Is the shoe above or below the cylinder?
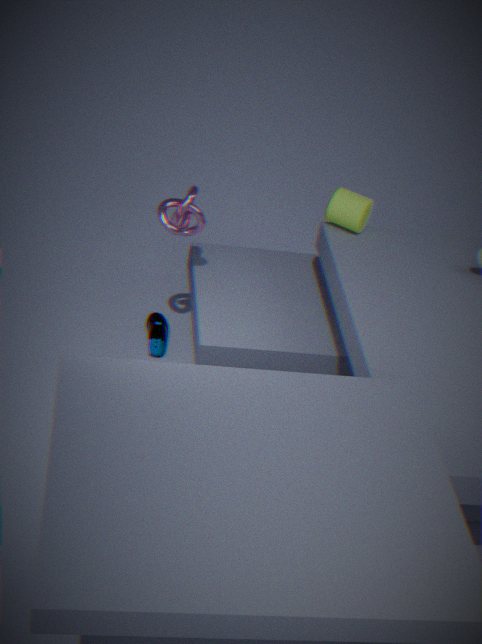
below
